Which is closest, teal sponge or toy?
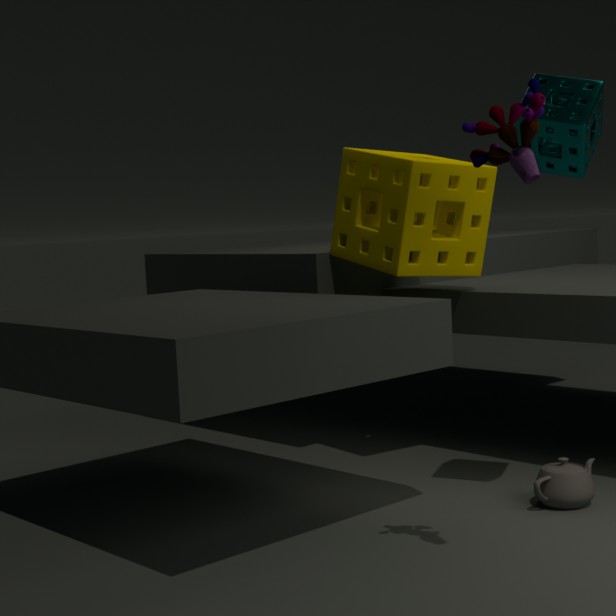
toy
